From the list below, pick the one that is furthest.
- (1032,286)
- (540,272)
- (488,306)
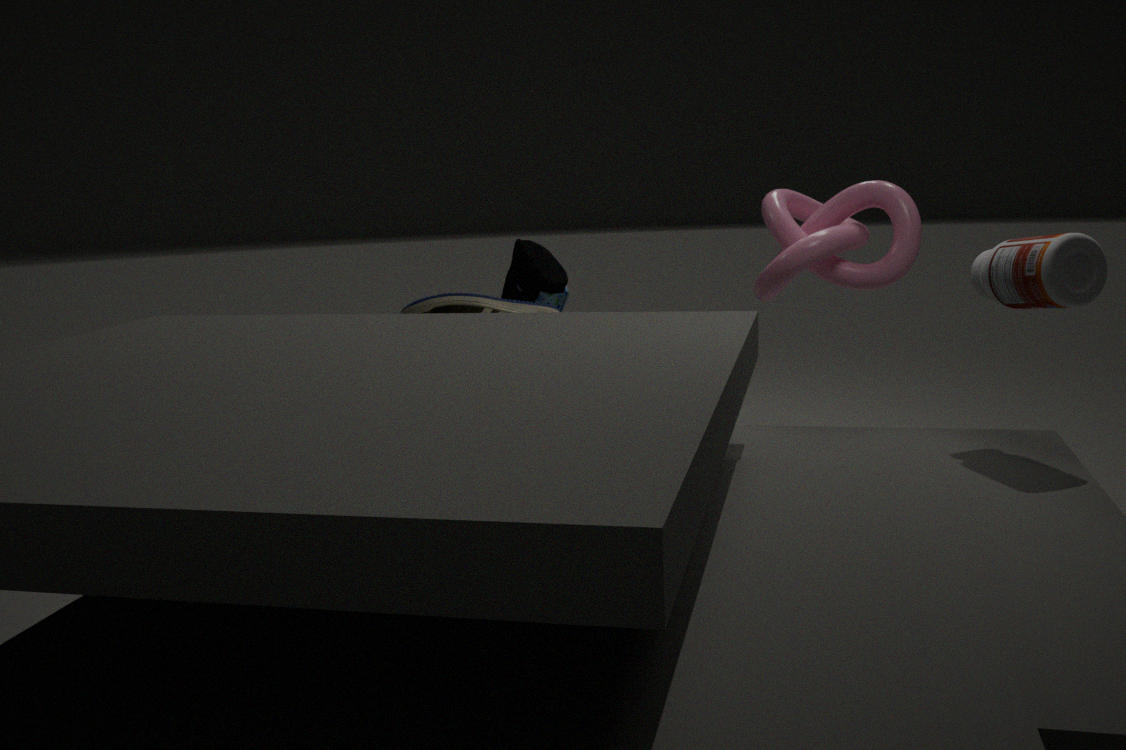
(540,272)
